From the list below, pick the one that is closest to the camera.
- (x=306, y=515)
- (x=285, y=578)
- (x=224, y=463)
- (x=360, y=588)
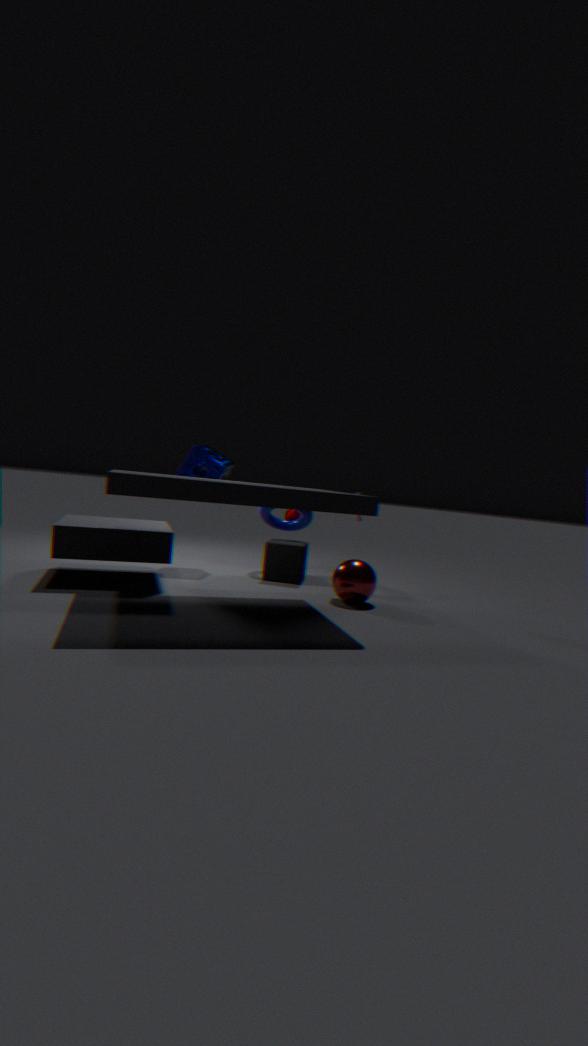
(x=360, y=588)
